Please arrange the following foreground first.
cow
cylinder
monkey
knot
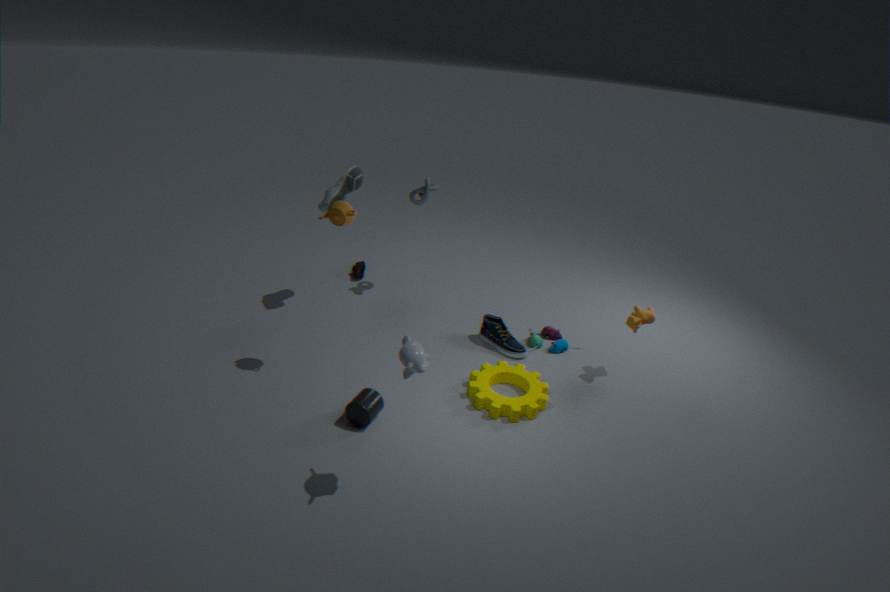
monkey, cylinder, cow, knot
